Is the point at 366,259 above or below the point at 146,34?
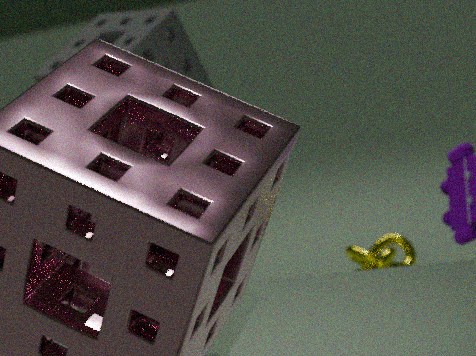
below
